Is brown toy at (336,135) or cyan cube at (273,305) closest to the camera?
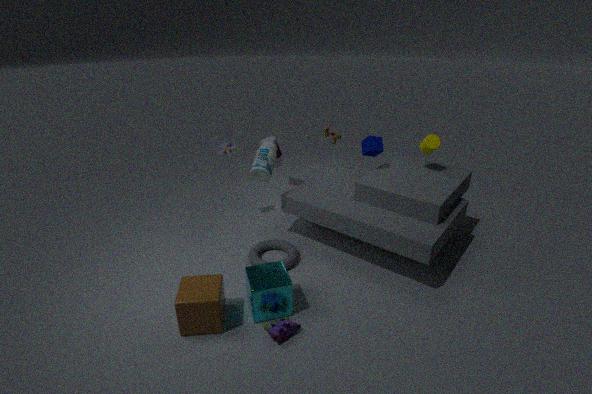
cyan cube at (273,305)
